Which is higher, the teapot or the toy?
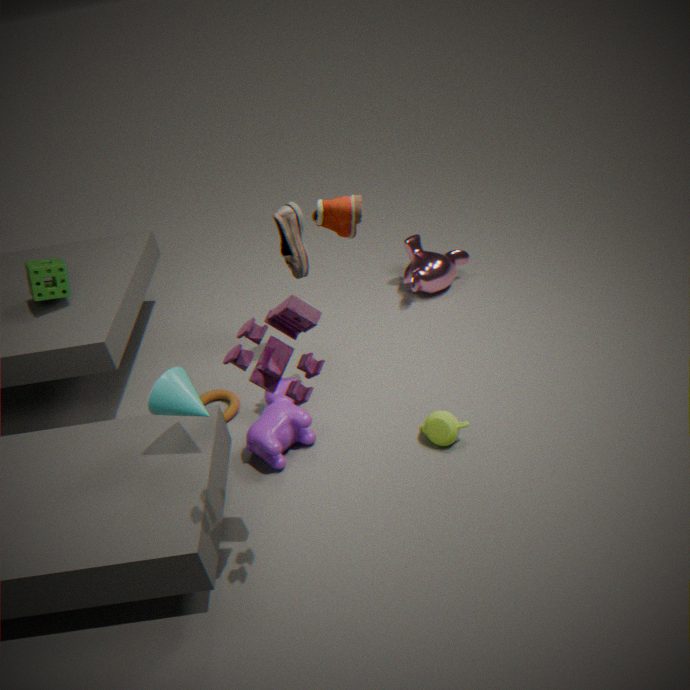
the toy
